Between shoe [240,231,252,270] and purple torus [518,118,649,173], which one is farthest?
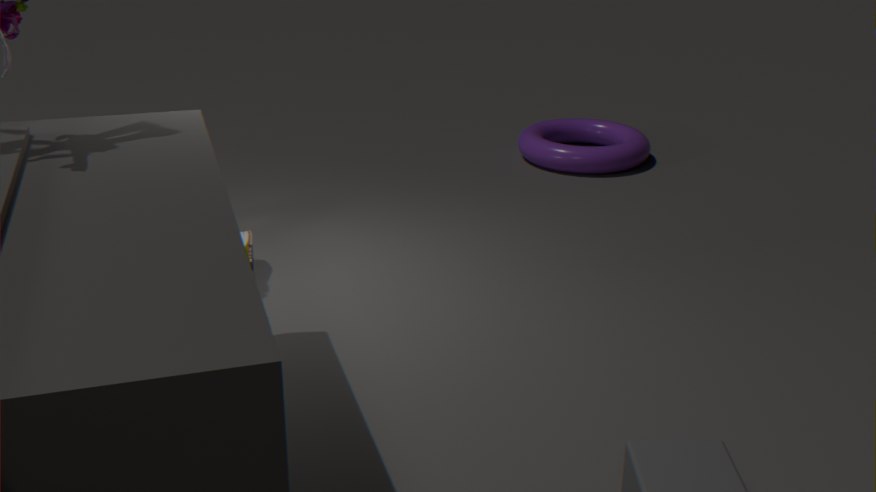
purple torus [518,118,649,173]
